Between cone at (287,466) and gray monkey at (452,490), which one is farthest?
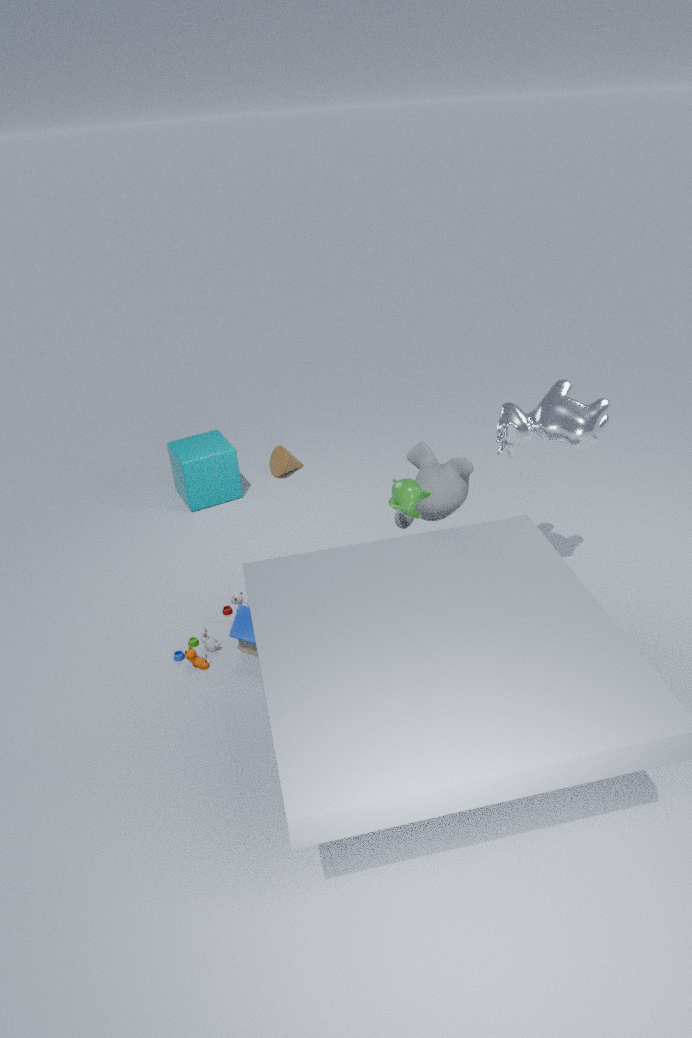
cone at (287,466)
